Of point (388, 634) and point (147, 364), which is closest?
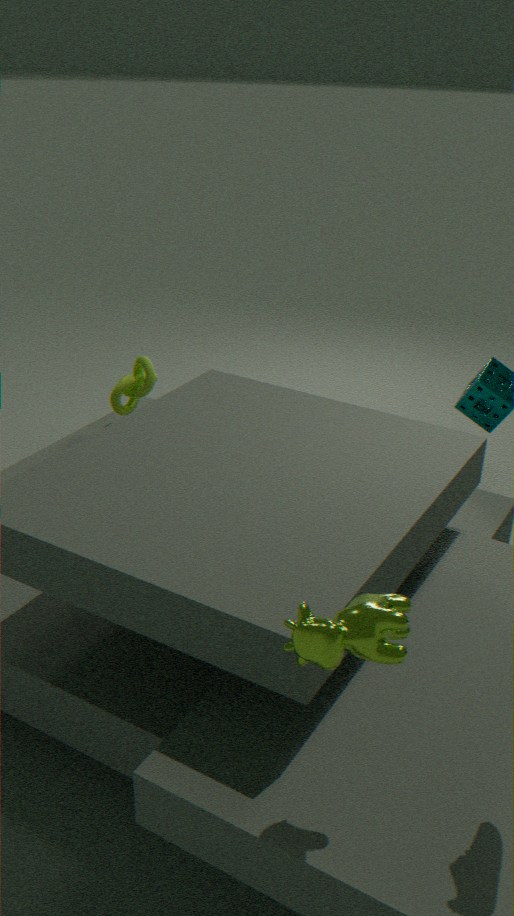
point (388, 634)
